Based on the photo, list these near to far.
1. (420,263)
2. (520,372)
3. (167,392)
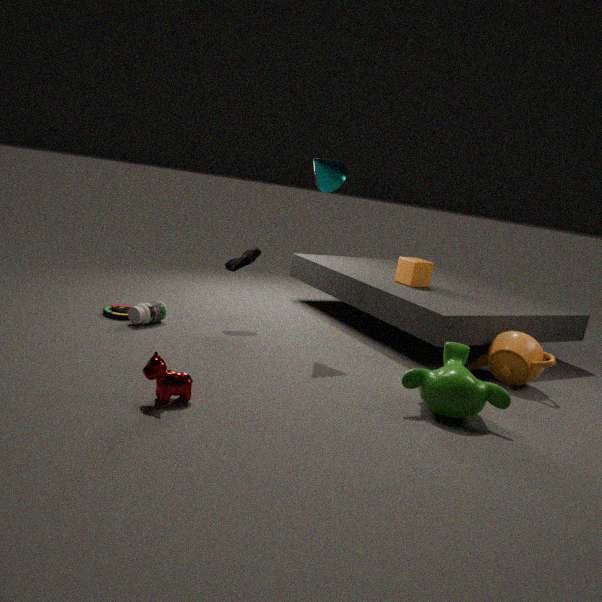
(167,392)
(520,372)
(420,263)
